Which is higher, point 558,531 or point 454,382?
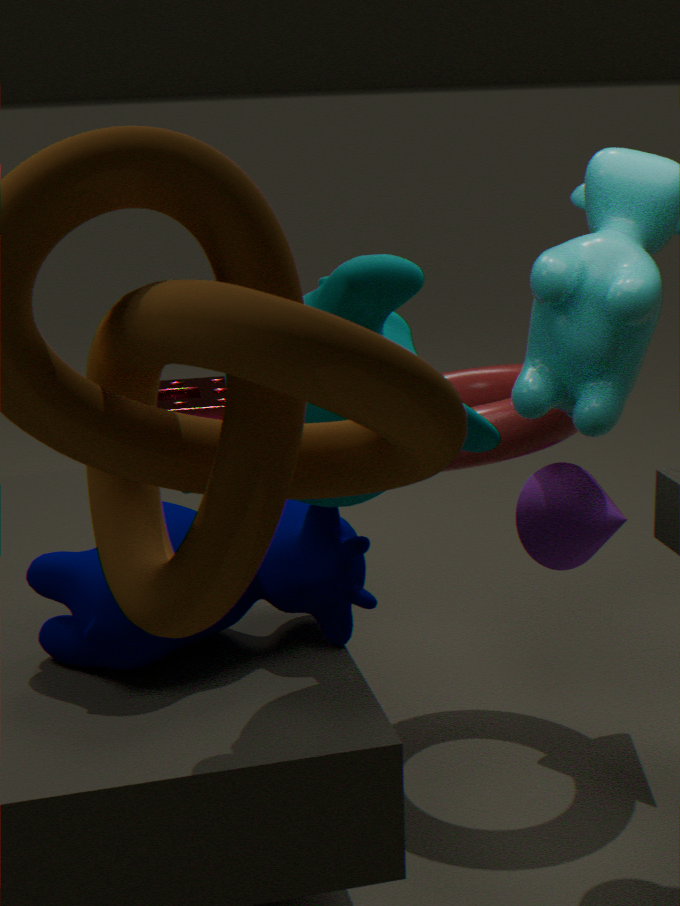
point 454,382
